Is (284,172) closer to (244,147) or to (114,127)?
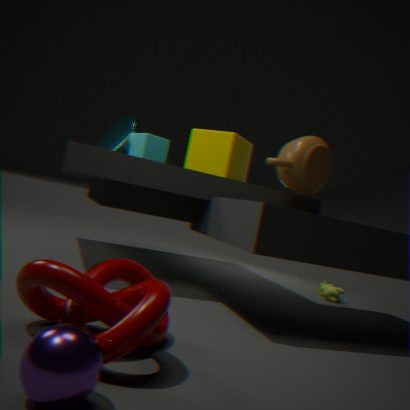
(244,147)
